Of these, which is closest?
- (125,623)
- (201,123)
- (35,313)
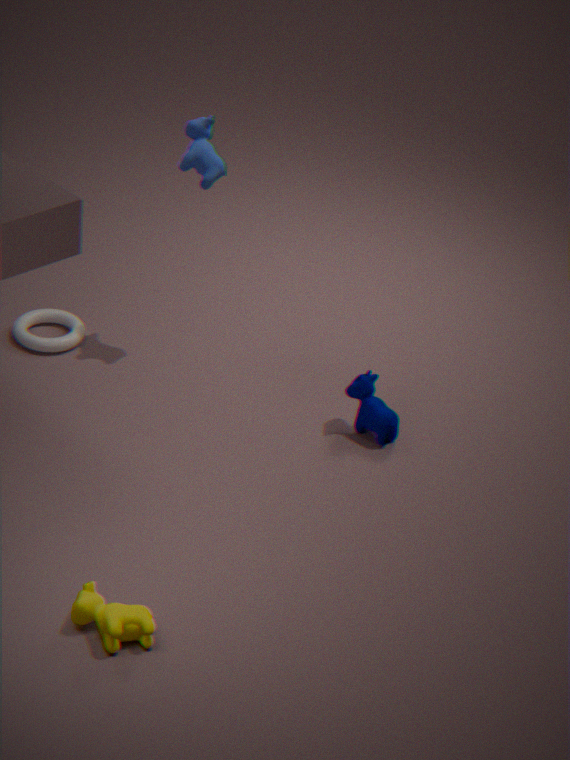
(125,623)
